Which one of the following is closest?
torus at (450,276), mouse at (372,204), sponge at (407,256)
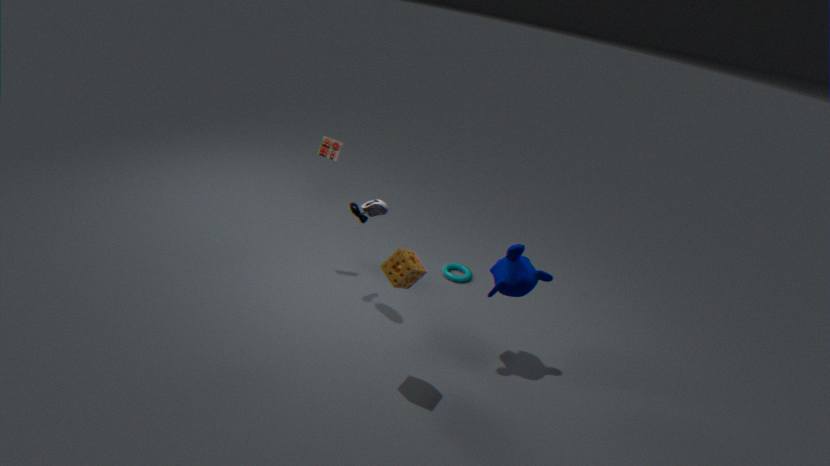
sponge at (407,256)
